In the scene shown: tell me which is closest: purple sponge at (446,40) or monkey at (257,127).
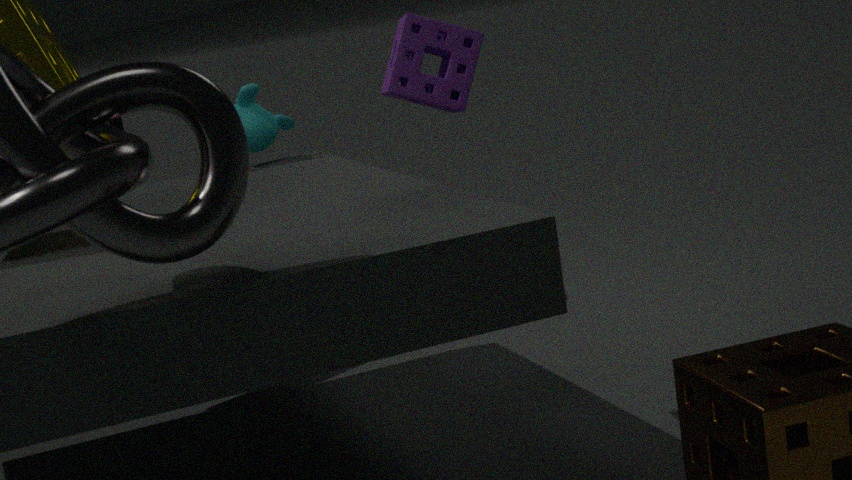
purple sponge at (446,40)
